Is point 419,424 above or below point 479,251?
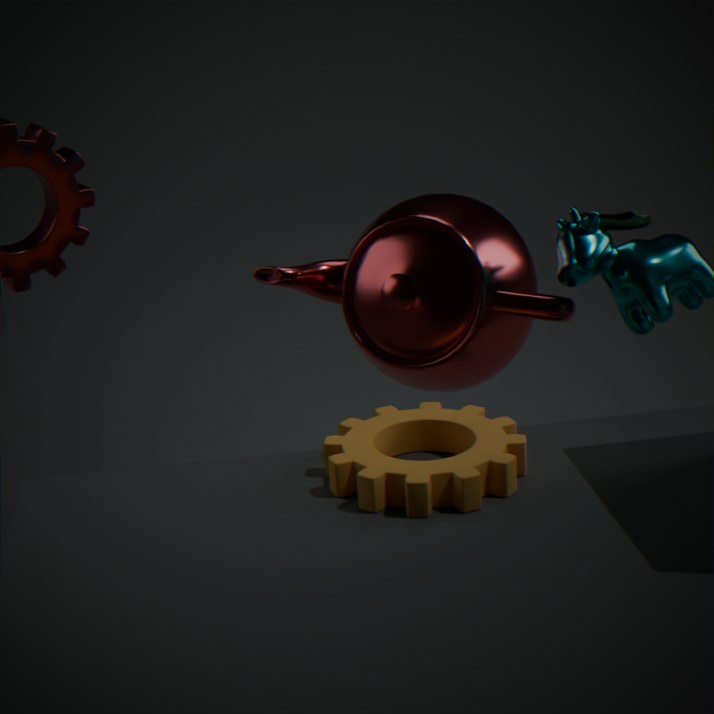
below
